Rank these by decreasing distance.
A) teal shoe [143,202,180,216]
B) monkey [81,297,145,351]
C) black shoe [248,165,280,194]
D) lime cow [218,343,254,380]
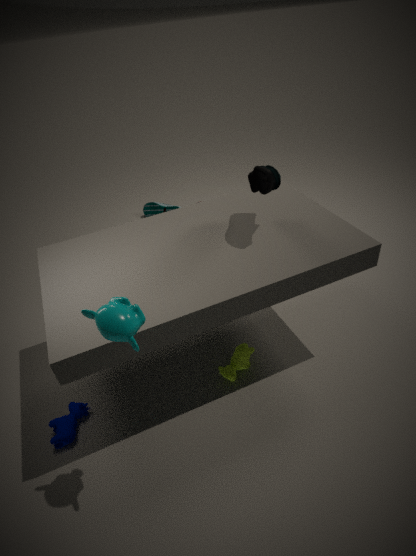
teal shoe [143,202,180,216] < lime cow [218,343,254,380] < black shoe [248,165,280,194] < monkey [81,297,145,351]
